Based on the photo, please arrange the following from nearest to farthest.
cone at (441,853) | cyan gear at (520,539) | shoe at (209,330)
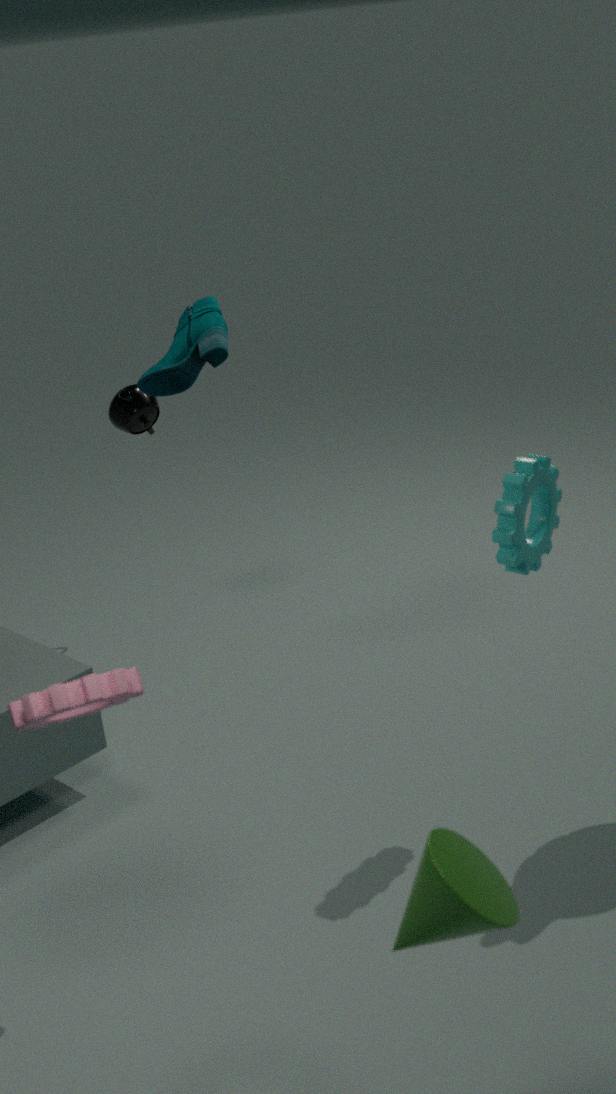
cone at (441,853) < cyan gear at (520,539) < shoe at (209,330)
